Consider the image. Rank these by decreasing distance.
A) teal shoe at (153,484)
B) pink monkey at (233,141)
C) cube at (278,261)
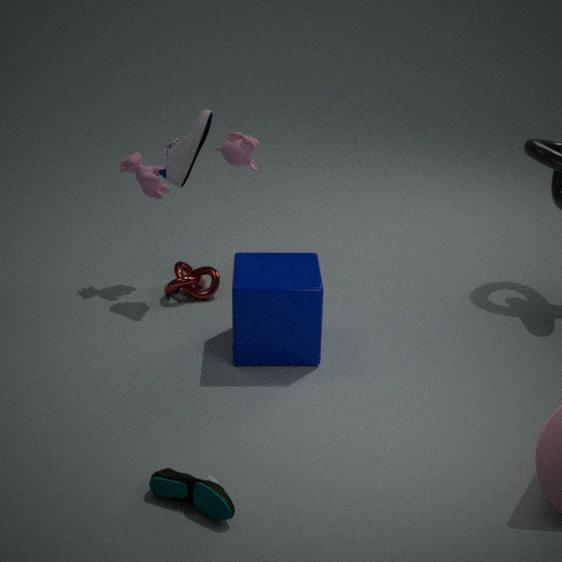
pink monkey at (233,141) < cube at (278,261) < teal shoe at (153,484)
